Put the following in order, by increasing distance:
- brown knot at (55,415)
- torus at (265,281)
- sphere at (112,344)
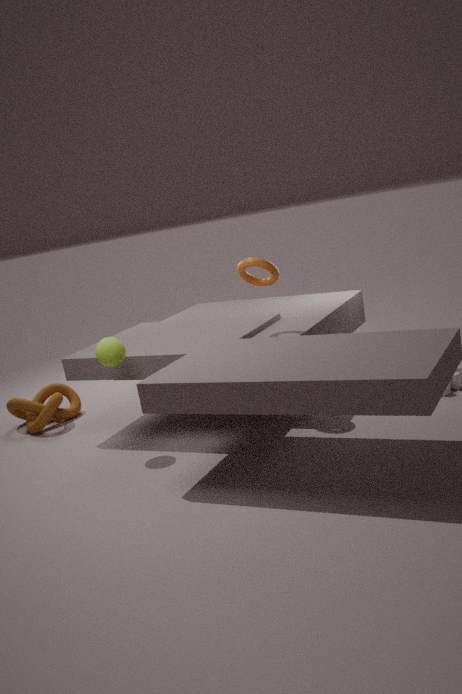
sphere at (112,344) → torus at (265,281) → brown knot at (55,415)
